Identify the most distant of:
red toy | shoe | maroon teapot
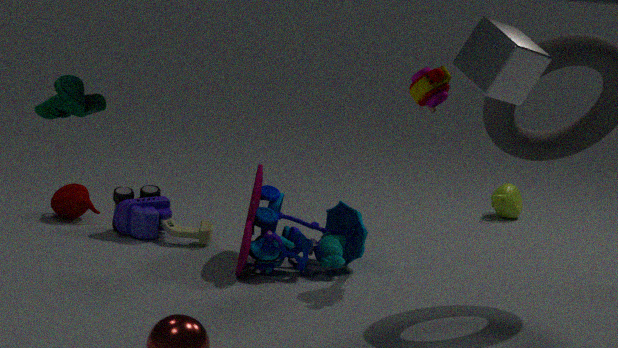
maroon teapot
